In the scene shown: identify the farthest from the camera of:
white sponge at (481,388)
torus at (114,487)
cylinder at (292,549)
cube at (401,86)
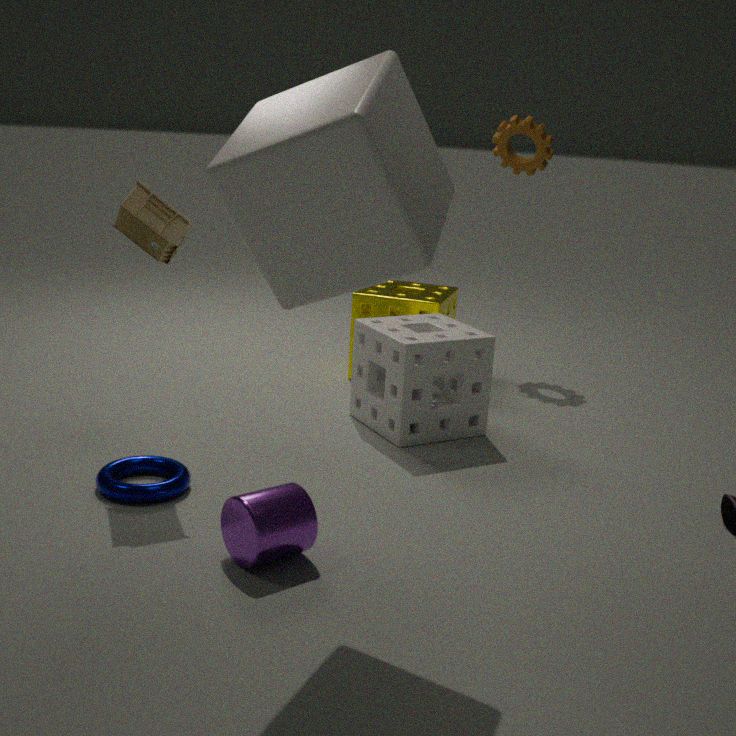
white sponge at (481,388)
